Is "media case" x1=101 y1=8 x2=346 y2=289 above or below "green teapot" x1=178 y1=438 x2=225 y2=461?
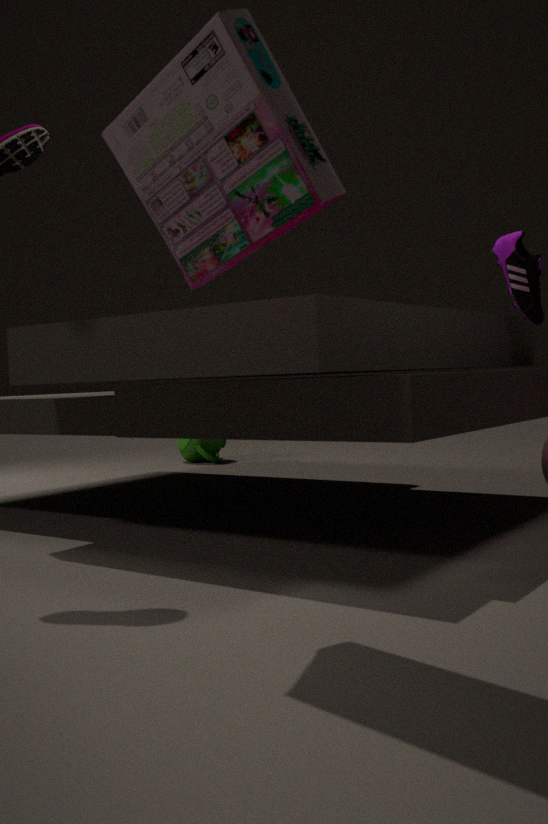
above
